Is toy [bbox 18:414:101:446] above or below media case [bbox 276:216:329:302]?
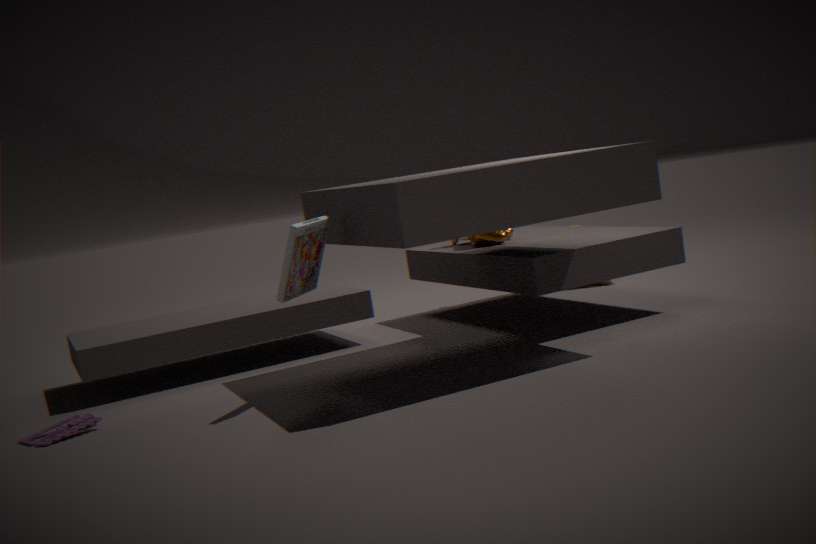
below
